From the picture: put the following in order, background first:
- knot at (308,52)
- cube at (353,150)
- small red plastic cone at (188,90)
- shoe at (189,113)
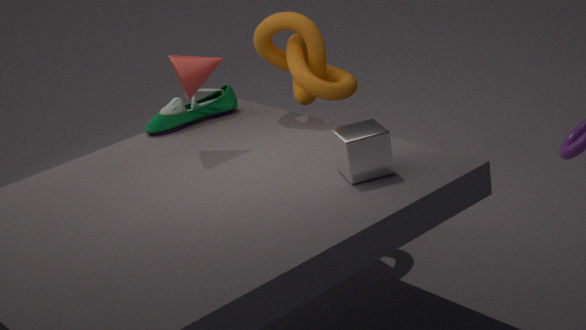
1. shoe at (189,113)
2. knot at (308,52)
3. small red plastic cone at (188,90)
4. cube at (353,150)
